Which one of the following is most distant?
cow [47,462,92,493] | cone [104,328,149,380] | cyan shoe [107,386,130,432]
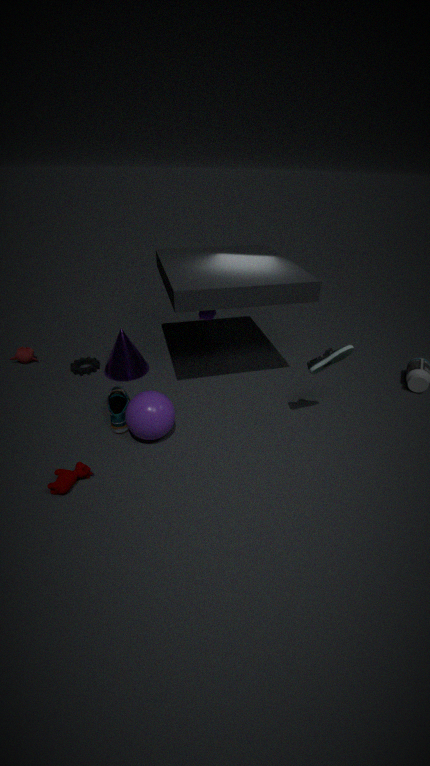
cone [104,328,149,380]
